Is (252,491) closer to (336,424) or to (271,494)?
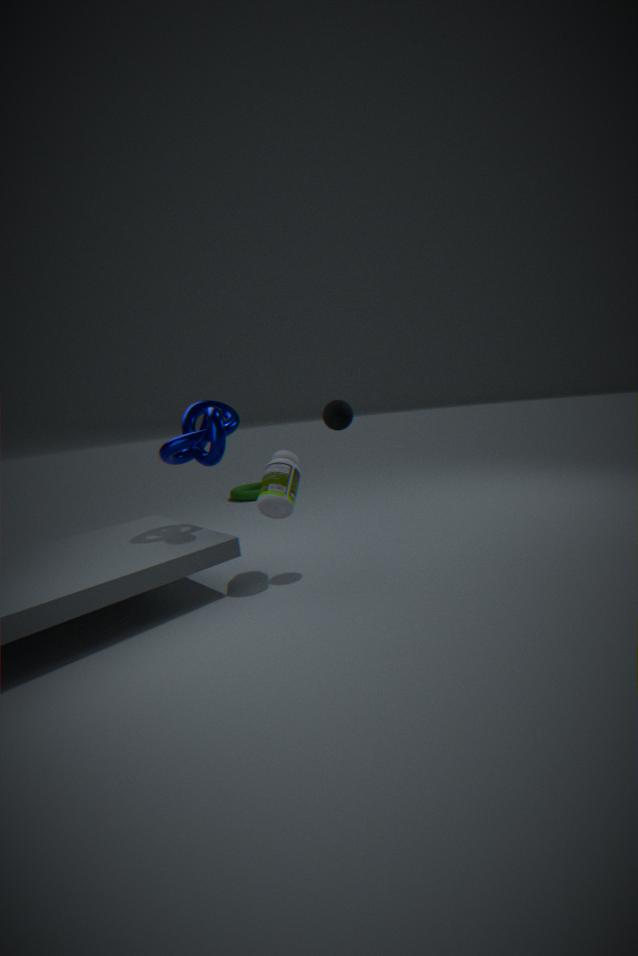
(271,494)
